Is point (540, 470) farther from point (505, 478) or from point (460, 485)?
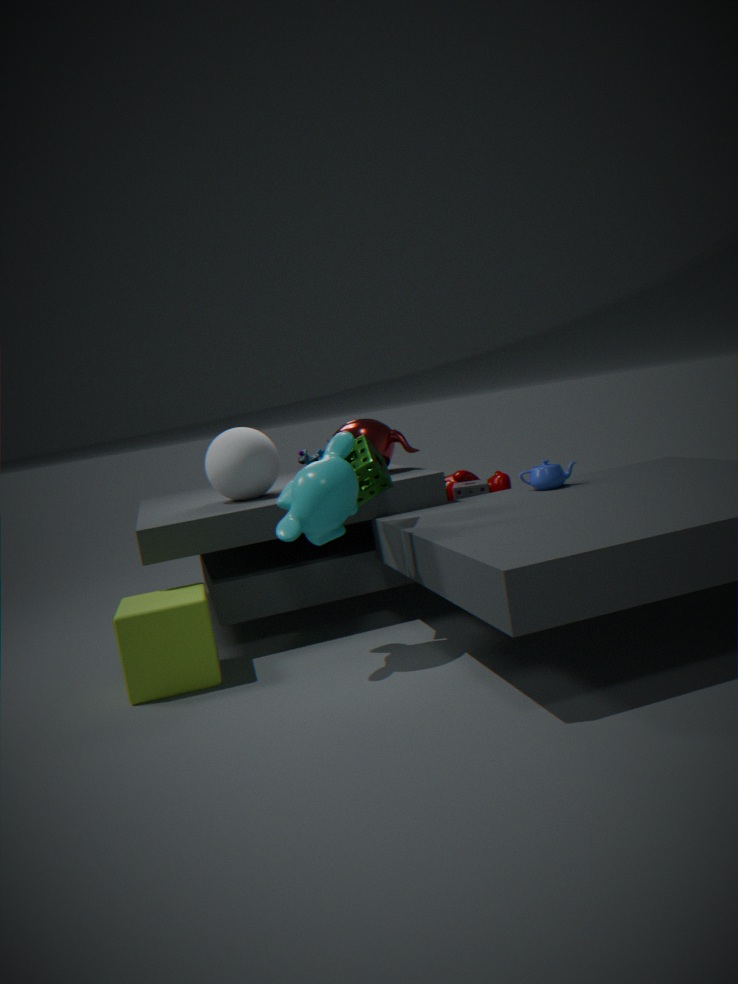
point (505, 478)
